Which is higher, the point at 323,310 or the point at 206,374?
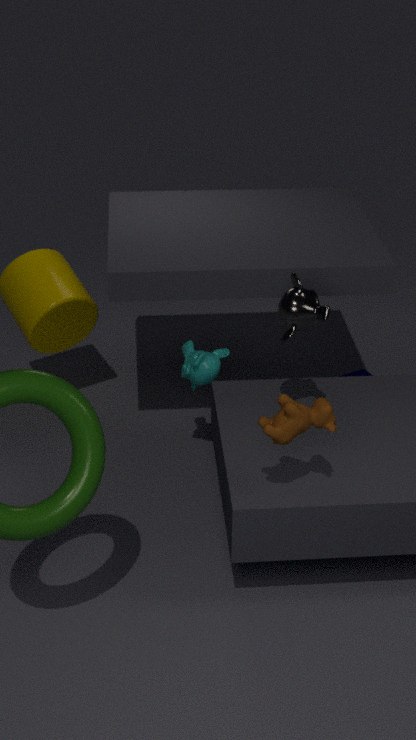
the point at 323,310
